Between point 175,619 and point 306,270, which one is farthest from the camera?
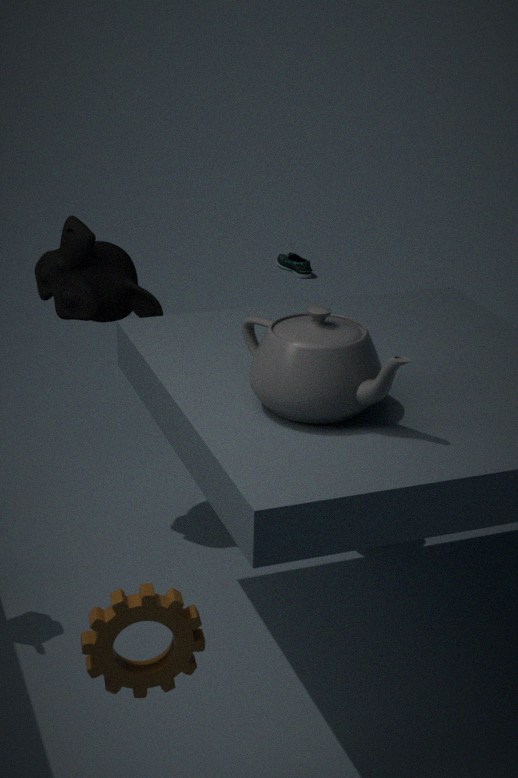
point 306,270
